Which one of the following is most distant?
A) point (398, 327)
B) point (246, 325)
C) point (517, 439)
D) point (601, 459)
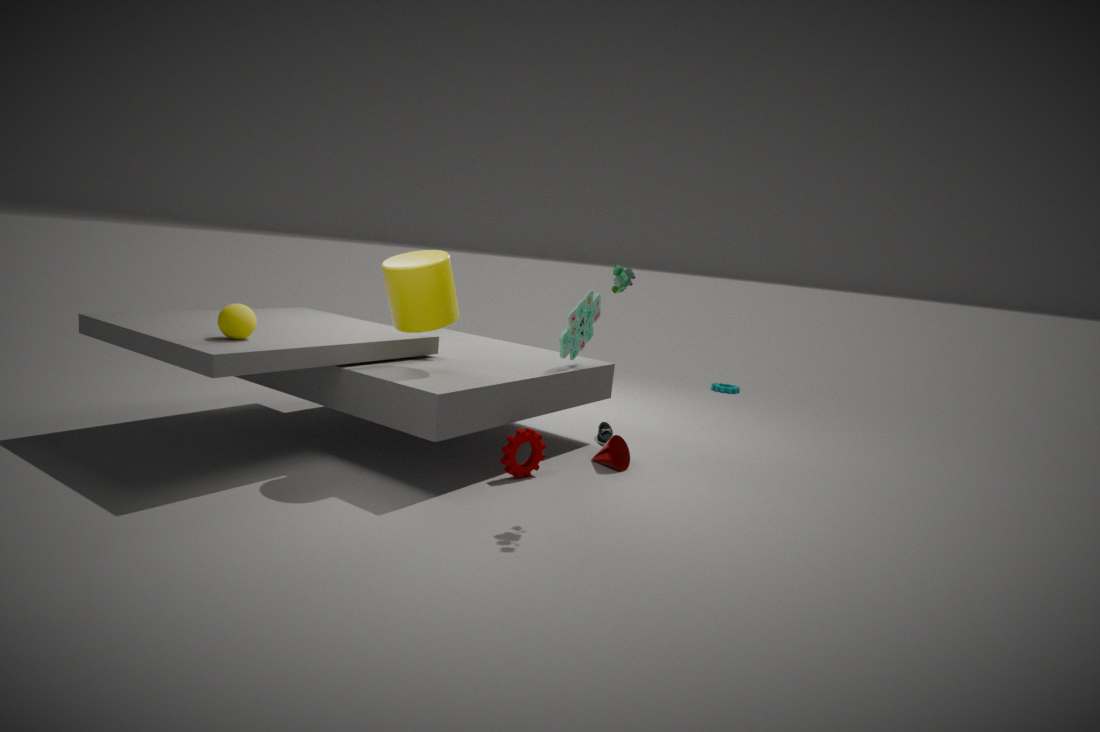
point (601, 459)
